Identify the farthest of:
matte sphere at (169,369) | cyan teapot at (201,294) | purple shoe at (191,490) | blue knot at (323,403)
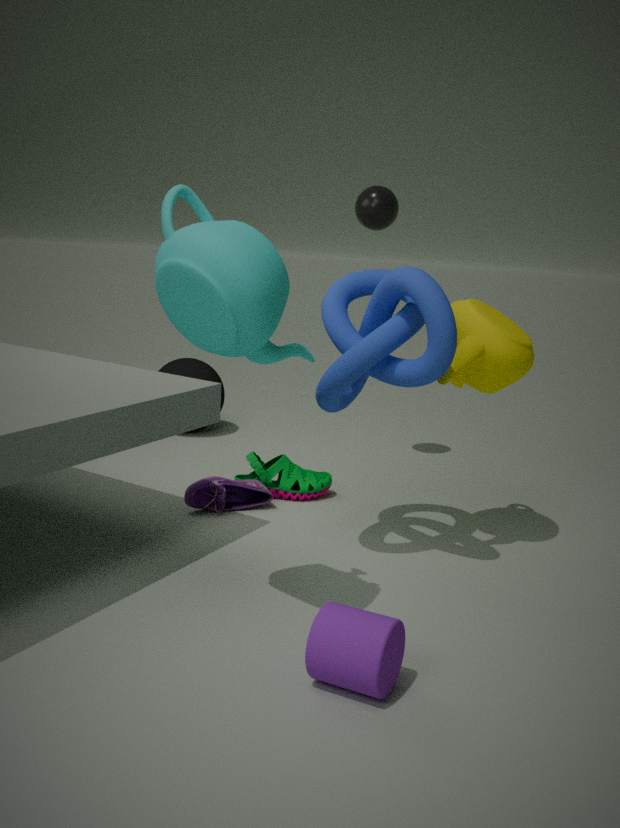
matte sphere at (169,369)
